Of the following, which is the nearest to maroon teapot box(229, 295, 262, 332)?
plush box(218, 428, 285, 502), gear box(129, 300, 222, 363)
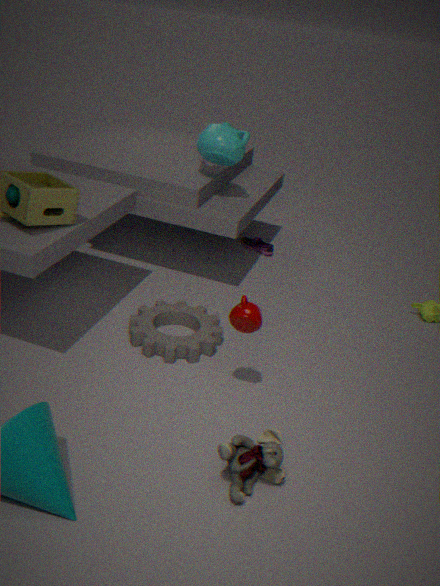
gear box(129, 300, 222, 363)
